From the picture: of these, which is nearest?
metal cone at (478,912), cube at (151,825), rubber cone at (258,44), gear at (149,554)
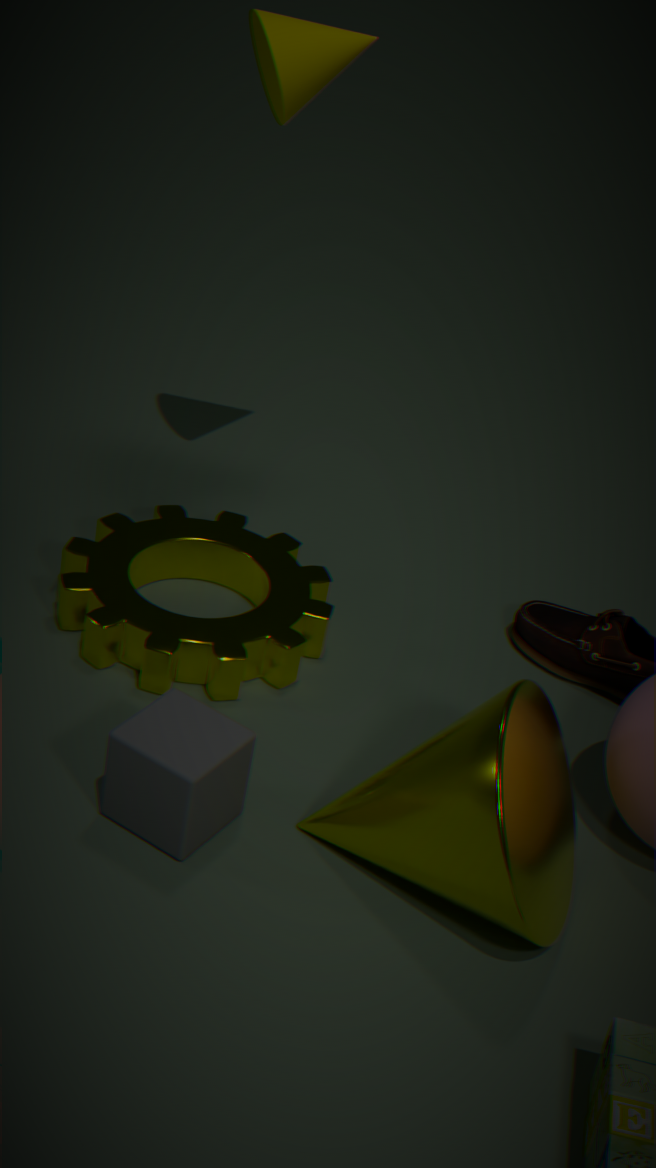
metal cone at (478,912)
